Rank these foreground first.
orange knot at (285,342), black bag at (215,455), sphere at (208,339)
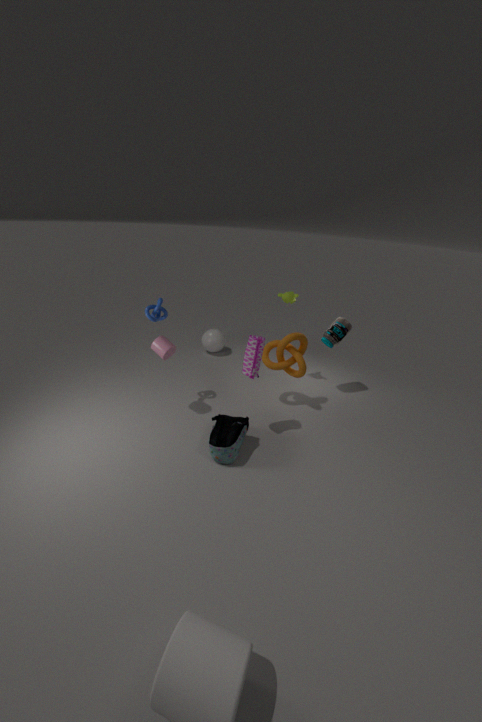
black bag at (215,455) < orange knot at (285,342) < sphere at (208,339)
